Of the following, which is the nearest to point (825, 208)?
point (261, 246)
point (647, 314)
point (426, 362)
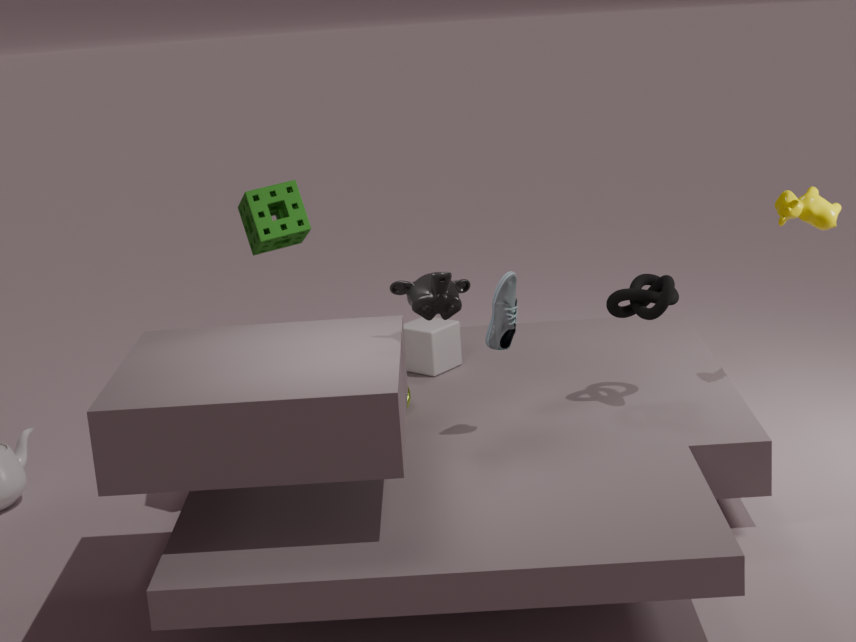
point (647, 314)
